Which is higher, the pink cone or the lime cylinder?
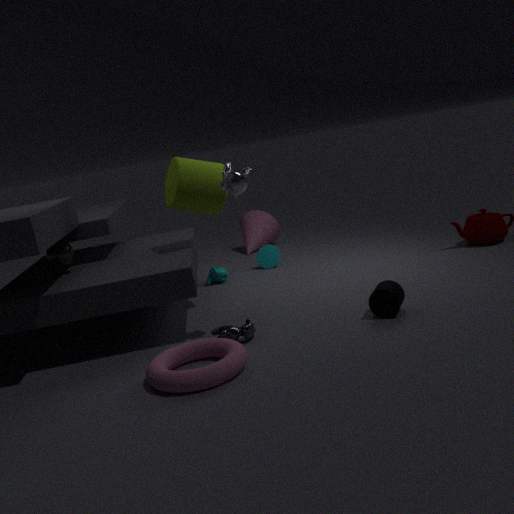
the lime cylinder
